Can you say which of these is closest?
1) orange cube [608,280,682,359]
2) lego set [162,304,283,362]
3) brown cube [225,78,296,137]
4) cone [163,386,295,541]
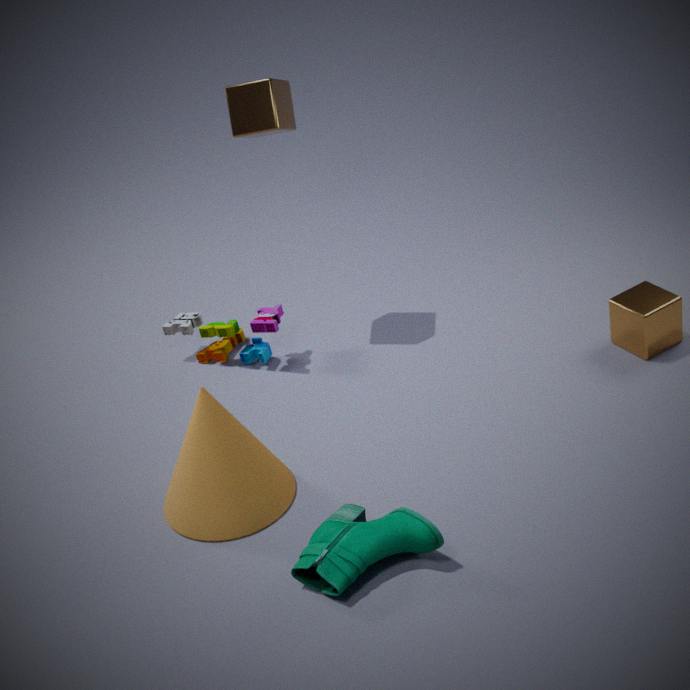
4. cone [163,386,295,541]
